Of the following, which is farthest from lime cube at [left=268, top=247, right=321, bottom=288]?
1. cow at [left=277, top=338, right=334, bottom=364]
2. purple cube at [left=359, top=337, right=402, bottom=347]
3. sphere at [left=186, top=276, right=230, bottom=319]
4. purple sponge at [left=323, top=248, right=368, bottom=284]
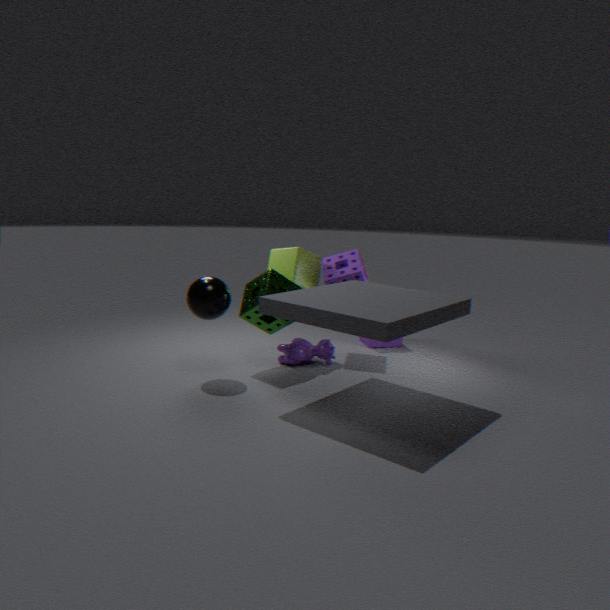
purple cube at [left=359, top=337, right=402, bottom=347]
